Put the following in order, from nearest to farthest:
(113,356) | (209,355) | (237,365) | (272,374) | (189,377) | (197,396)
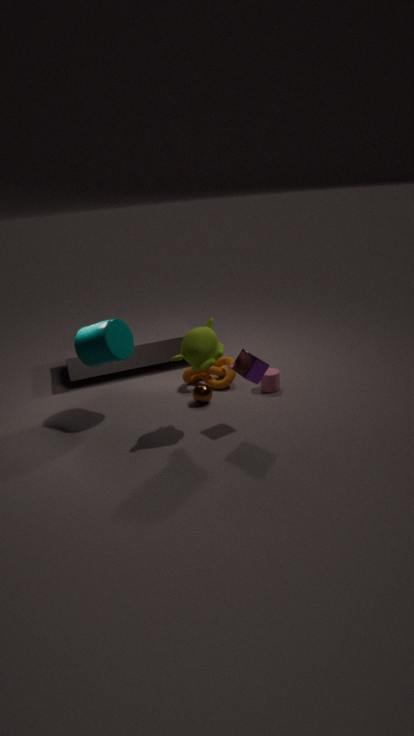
Answer: (209,355)
(237,365)
(113,356)
(197,396)
(272,374)
(189,377)
